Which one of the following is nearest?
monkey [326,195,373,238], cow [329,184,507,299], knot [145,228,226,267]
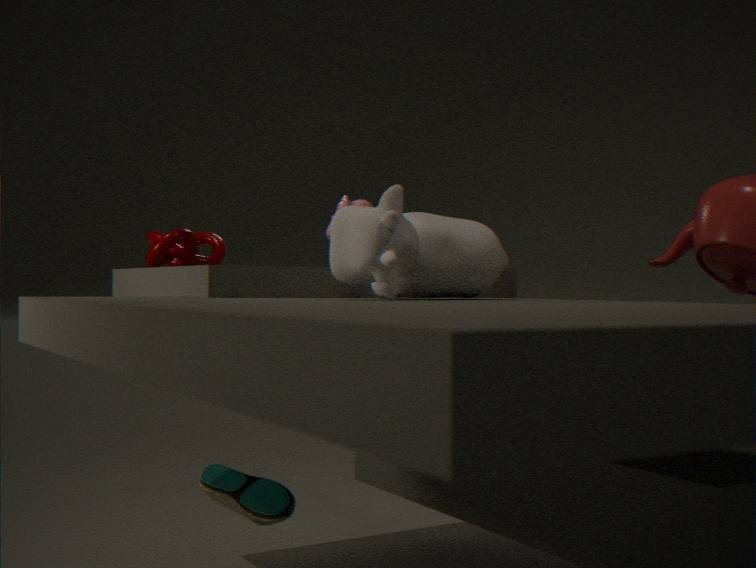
cow [329,184,507,299]
